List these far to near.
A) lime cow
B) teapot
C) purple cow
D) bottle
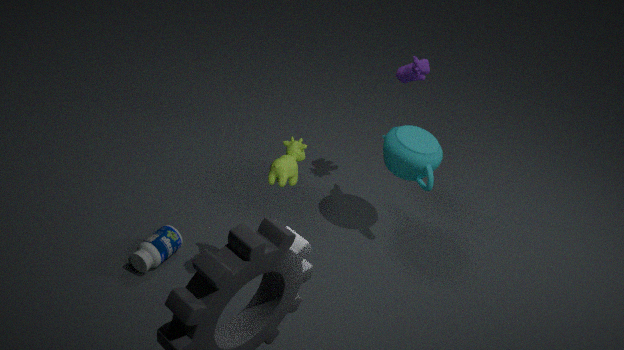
purple cow → teapot → bottle → lime cow
